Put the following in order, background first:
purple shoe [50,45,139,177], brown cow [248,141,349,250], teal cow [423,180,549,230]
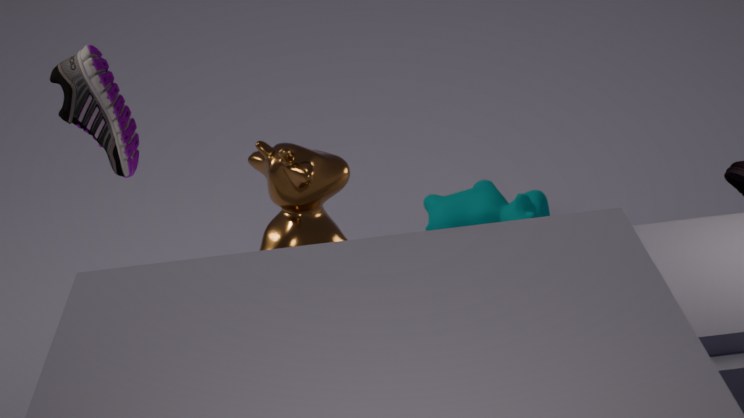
teal cow [423,180,549,230]
purple shoe [50,45,139,177]
brown cow [248,141,349,250]
